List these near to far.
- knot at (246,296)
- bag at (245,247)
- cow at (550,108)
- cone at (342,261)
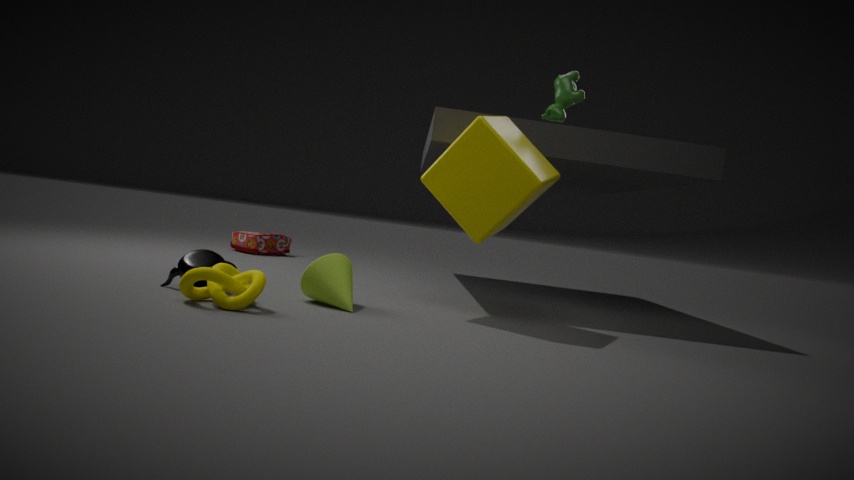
knot at (246,296), cone at (342,261), cow at (550,108), bag at (245,247)
